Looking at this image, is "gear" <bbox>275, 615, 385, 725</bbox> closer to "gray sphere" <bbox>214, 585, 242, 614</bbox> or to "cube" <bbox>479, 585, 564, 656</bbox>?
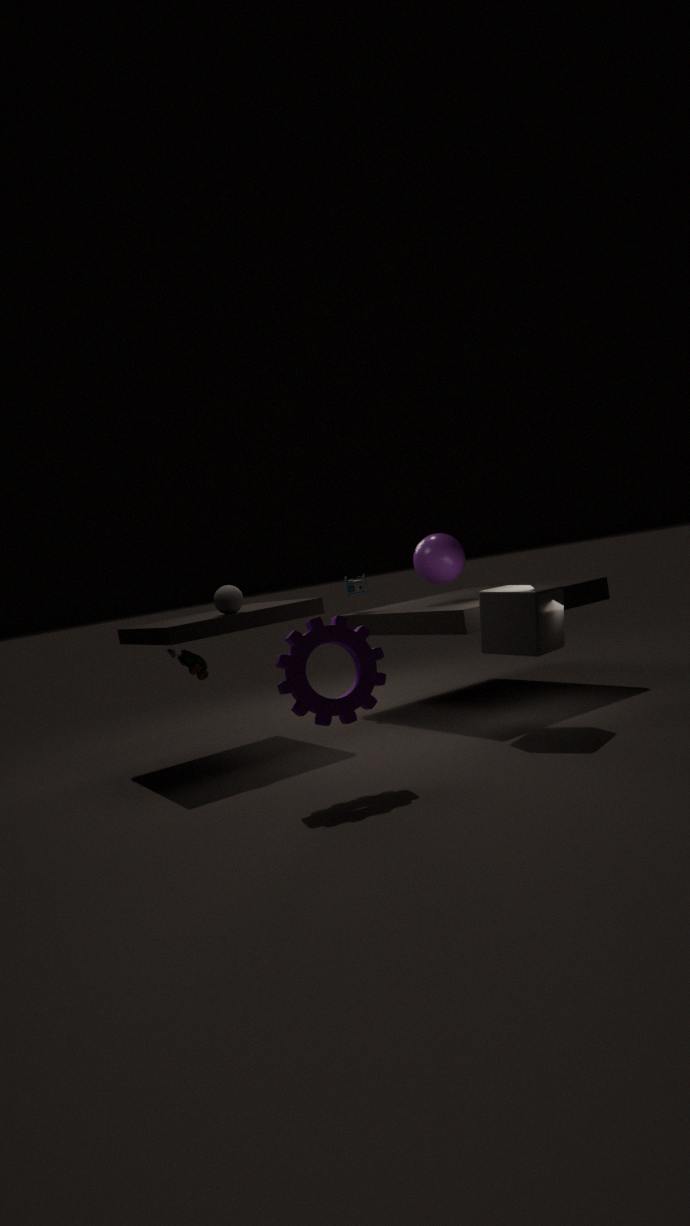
"cube" <bbox>479, 585, 564, 656</bbox>
